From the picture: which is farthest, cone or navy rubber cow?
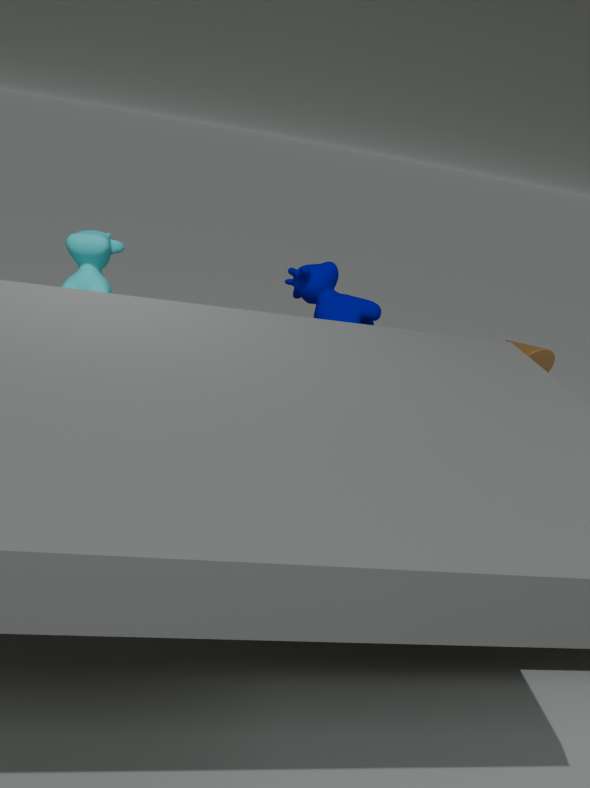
cone
